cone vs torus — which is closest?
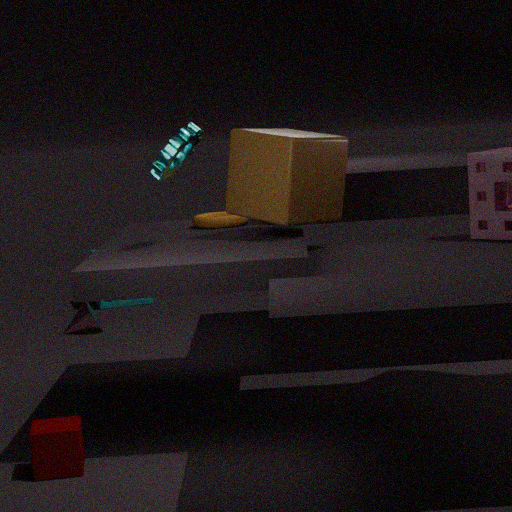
torus
